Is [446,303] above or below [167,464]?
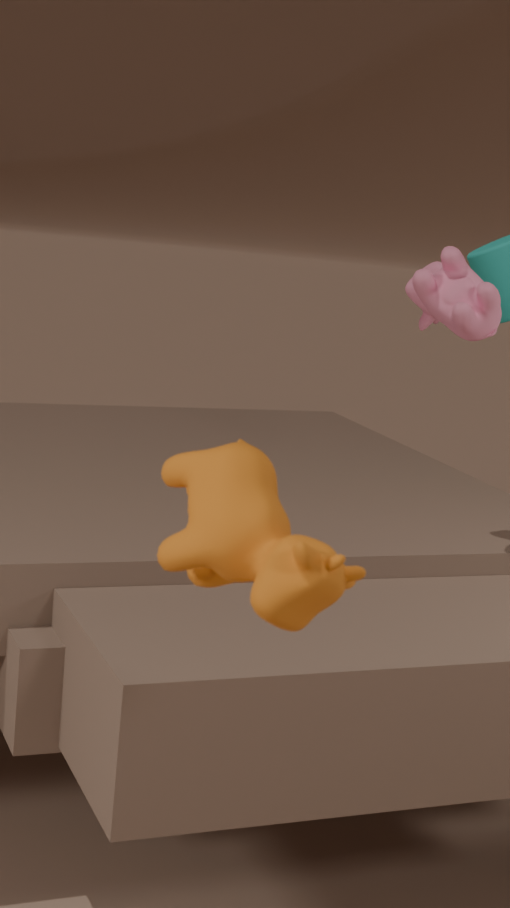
above
